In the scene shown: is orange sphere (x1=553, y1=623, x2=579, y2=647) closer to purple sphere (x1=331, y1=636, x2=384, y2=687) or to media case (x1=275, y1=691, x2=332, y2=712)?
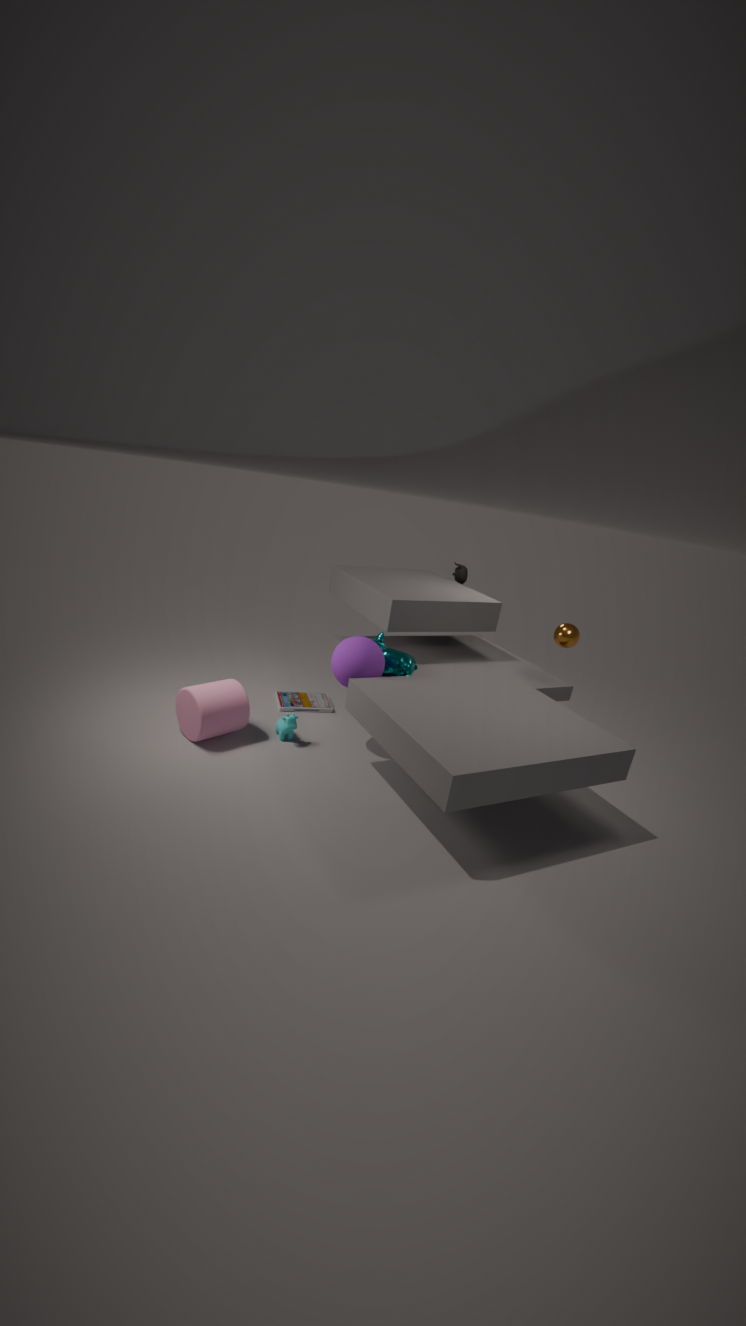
purple sphere (x1=331, y1=636, x2=384, y2=687)
